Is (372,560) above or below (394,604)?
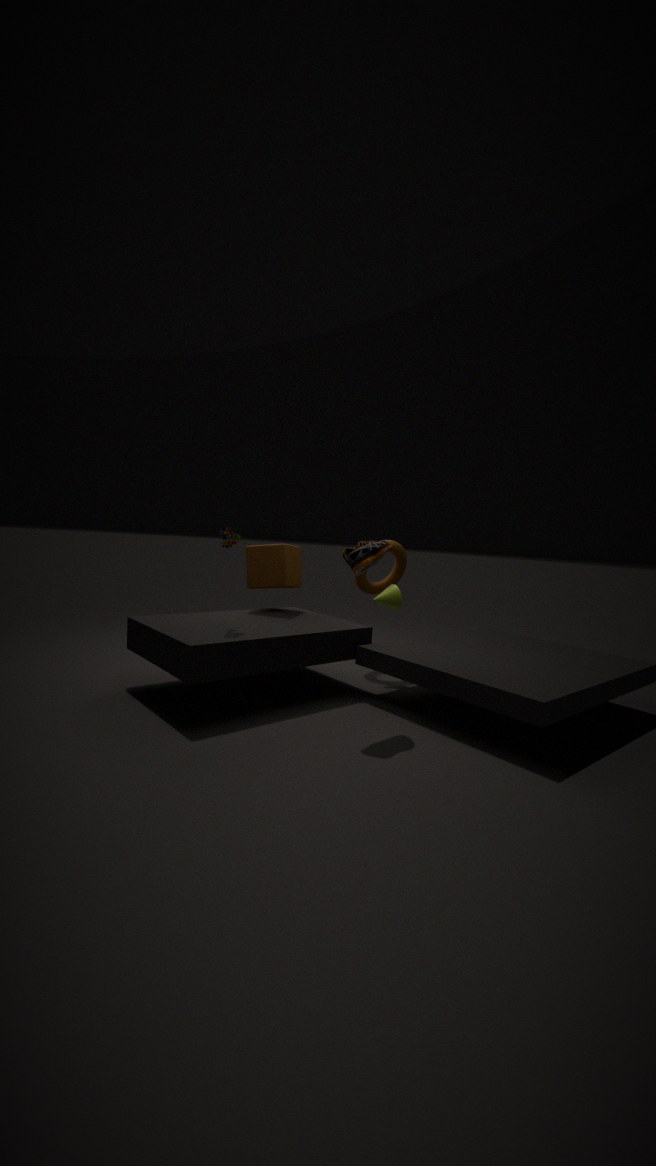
above
